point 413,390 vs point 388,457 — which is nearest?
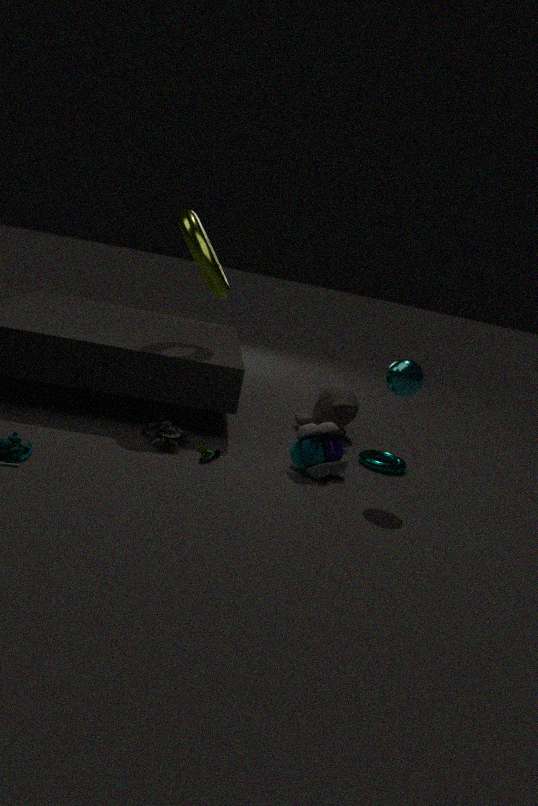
point 413,390
